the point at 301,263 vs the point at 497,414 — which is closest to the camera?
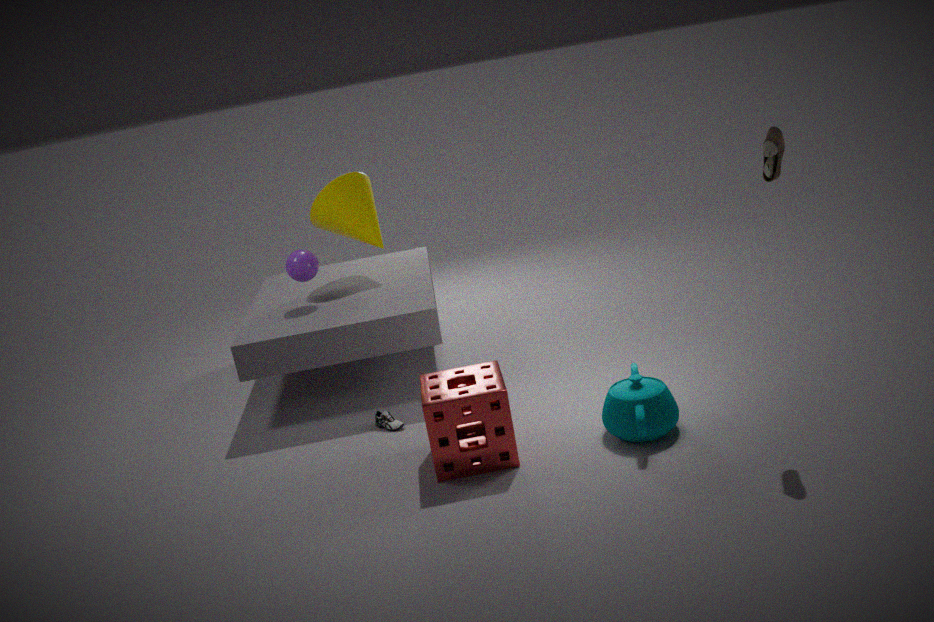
the point at 497,414
